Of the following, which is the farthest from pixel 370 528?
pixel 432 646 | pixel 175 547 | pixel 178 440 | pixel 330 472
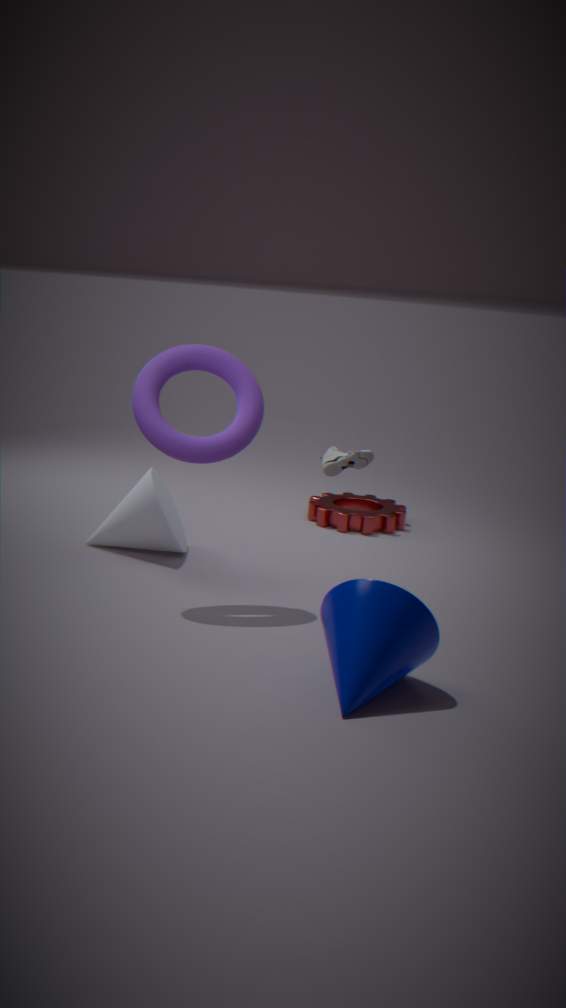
pixel 432 646
